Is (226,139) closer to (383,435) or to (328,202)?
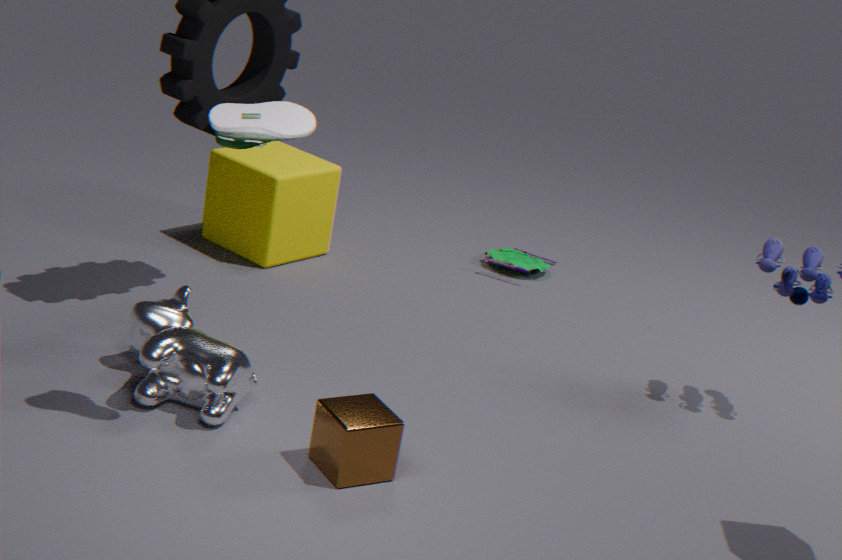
(383,435)
